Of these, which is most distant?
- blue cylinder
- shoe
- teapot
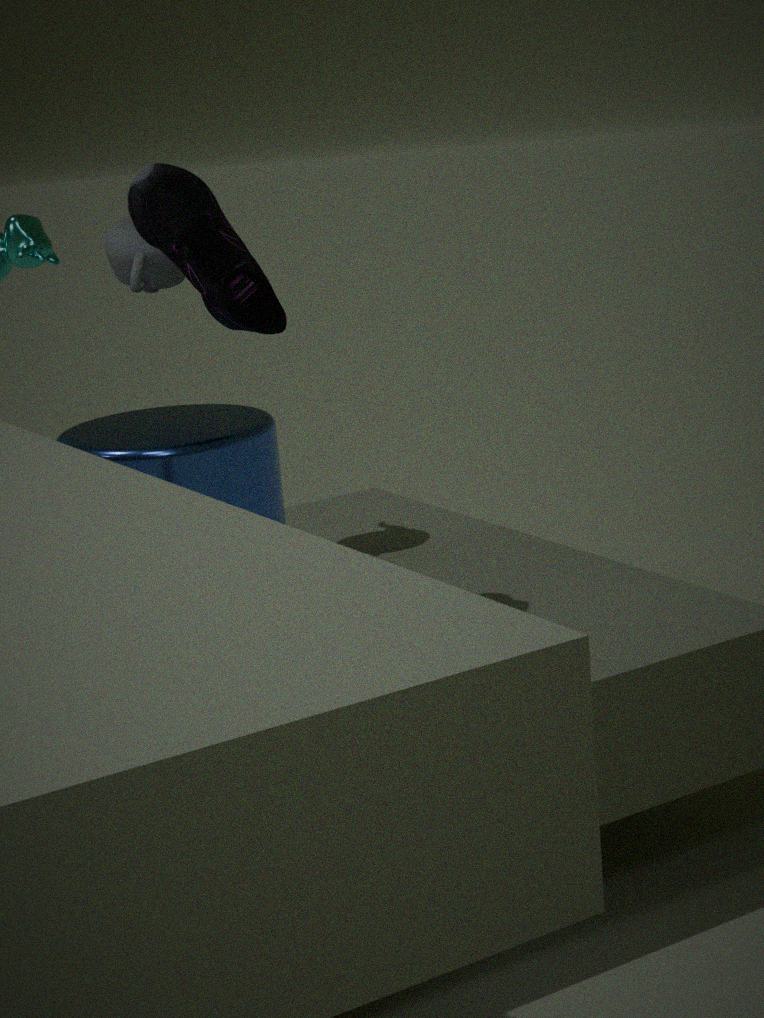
teapot
